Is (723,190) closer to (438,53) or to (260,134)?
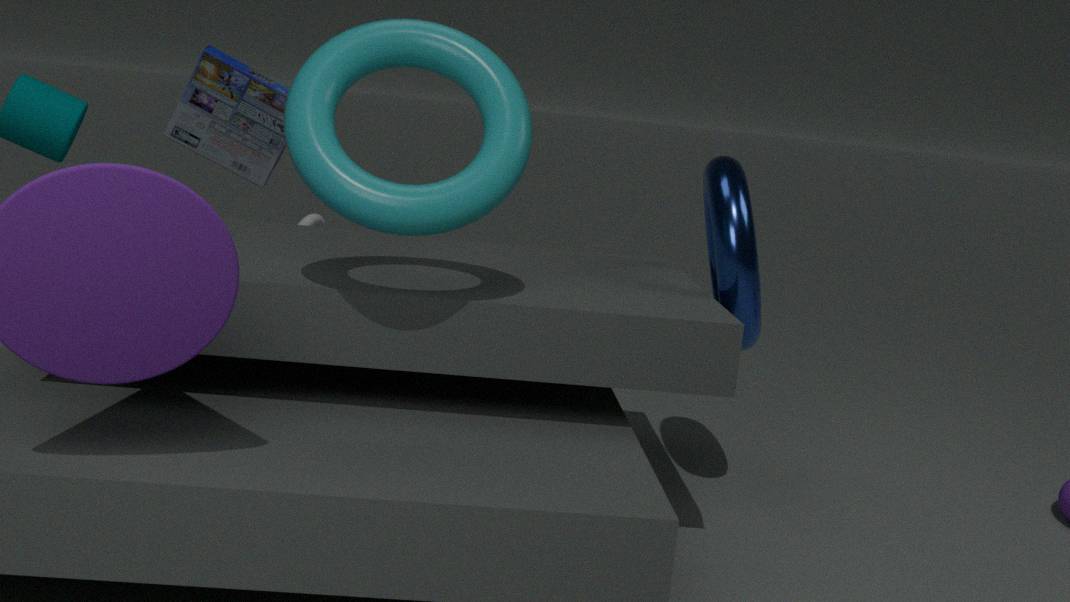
(438,53)
